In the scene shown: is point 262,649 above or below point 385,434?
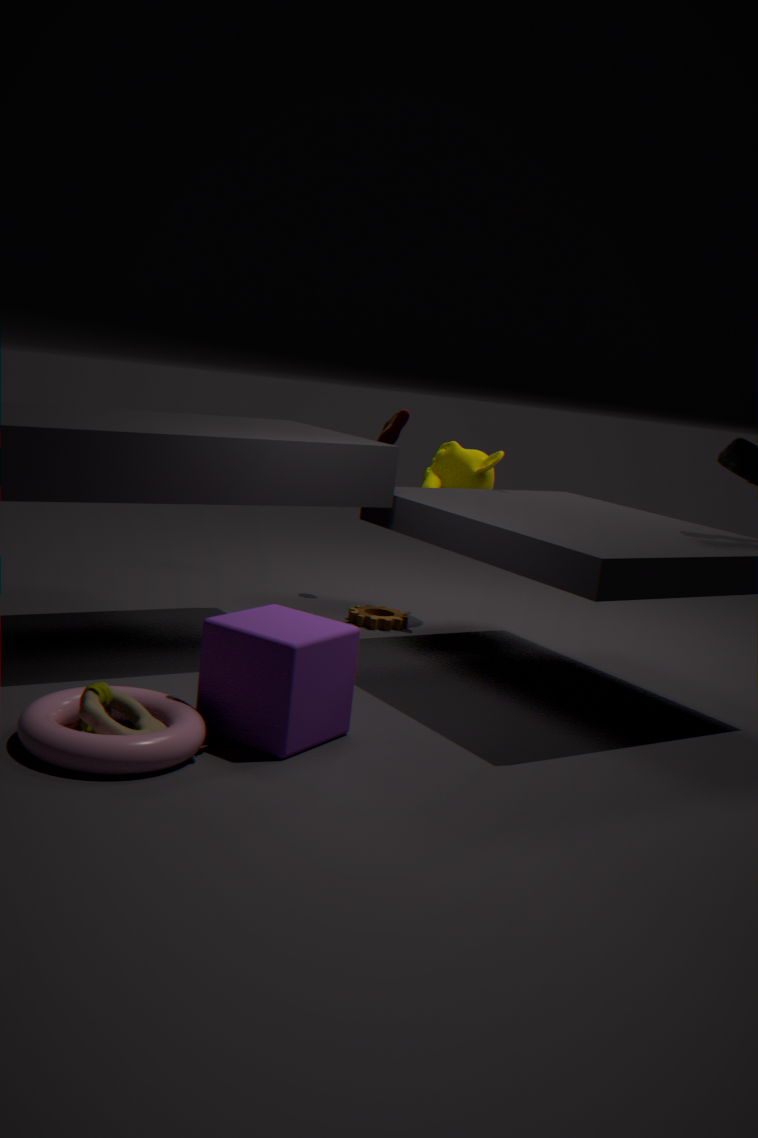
below
